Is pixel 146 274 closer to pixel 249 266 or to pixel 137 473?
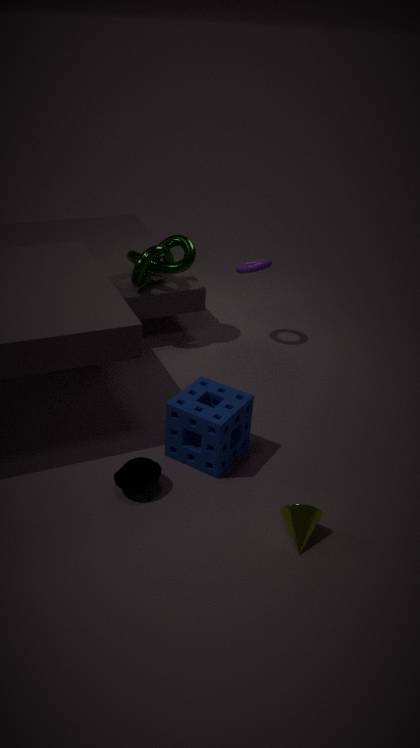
pixel 249 266
